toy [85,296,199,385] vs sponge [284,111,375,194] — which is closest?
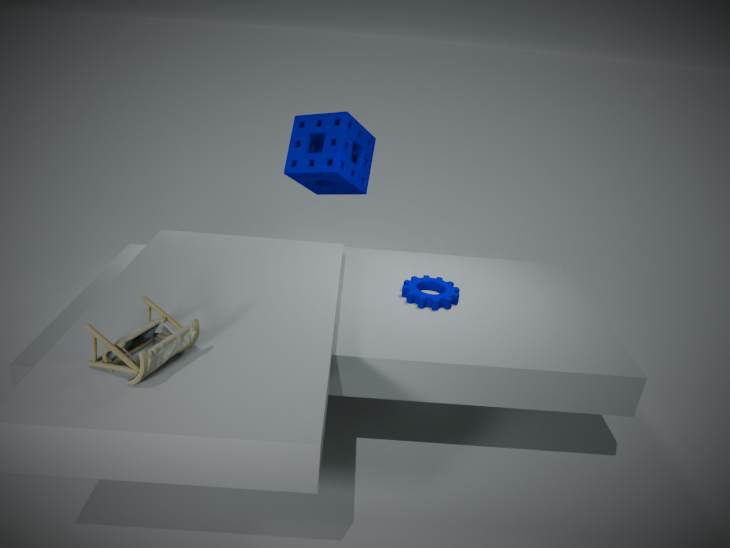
toy [85,296,199,385]
